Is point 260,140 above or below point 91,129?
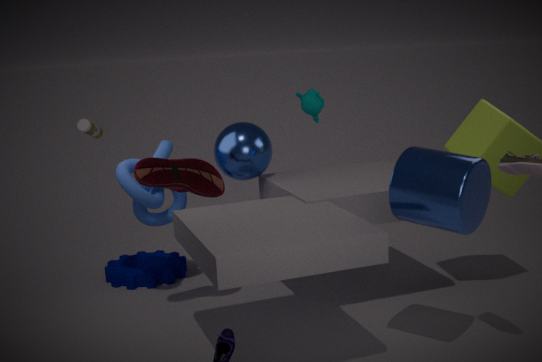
below
